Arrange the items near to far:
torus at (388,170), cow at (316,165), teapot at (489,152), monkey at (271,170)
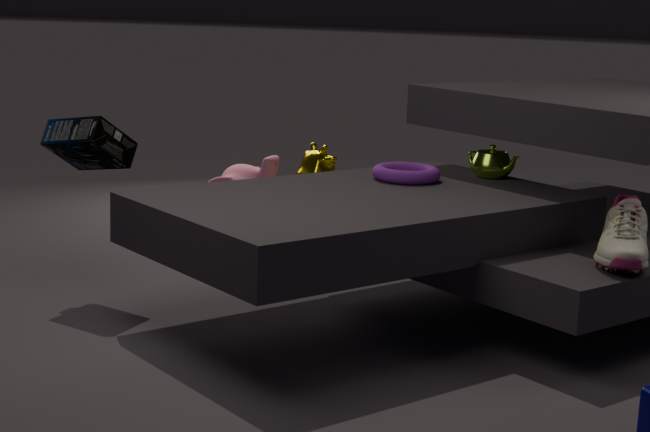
1. torus at (388,170)
2. teapot at (489,152)
3. cow at (316,165)
4. monkey at (271,170)
